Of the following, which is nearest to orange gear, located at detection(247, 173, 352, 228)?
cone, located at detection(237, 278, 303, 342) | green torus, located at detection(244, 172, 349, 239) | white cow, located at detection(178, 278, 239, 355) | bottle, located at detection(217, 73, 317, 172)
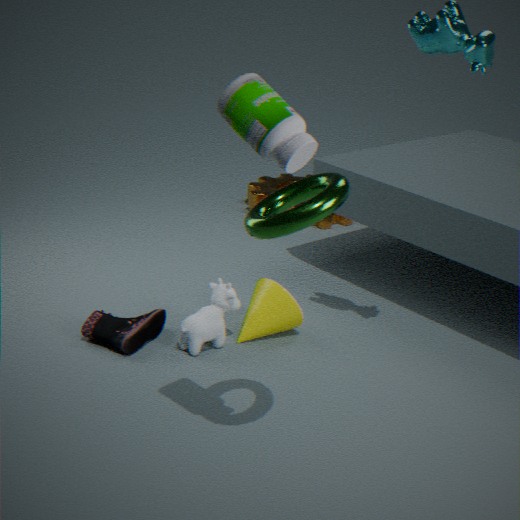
cone, located at detection(237, 278, 303, 342)
